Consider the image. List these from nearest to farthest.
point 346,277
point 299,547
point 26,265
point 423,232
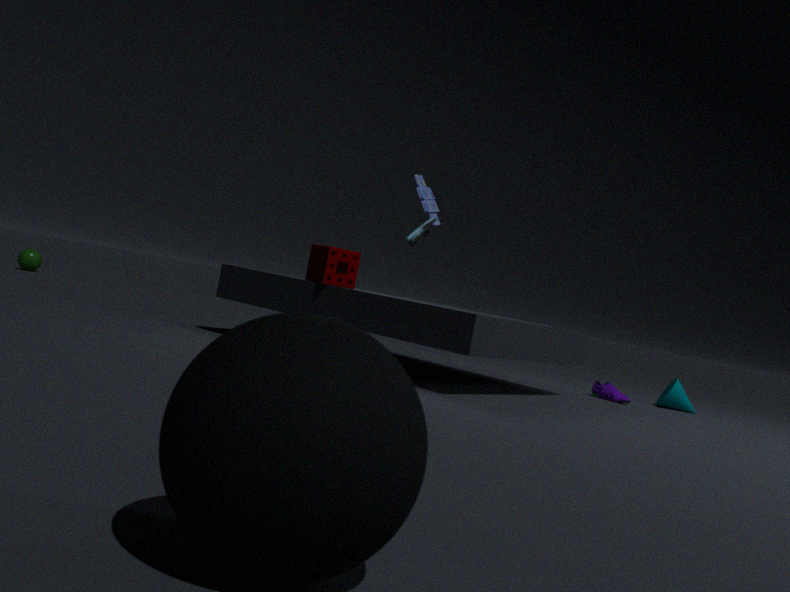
1. point 299,547
2. point 346,277
3. point 423,232
4. point 26,265
